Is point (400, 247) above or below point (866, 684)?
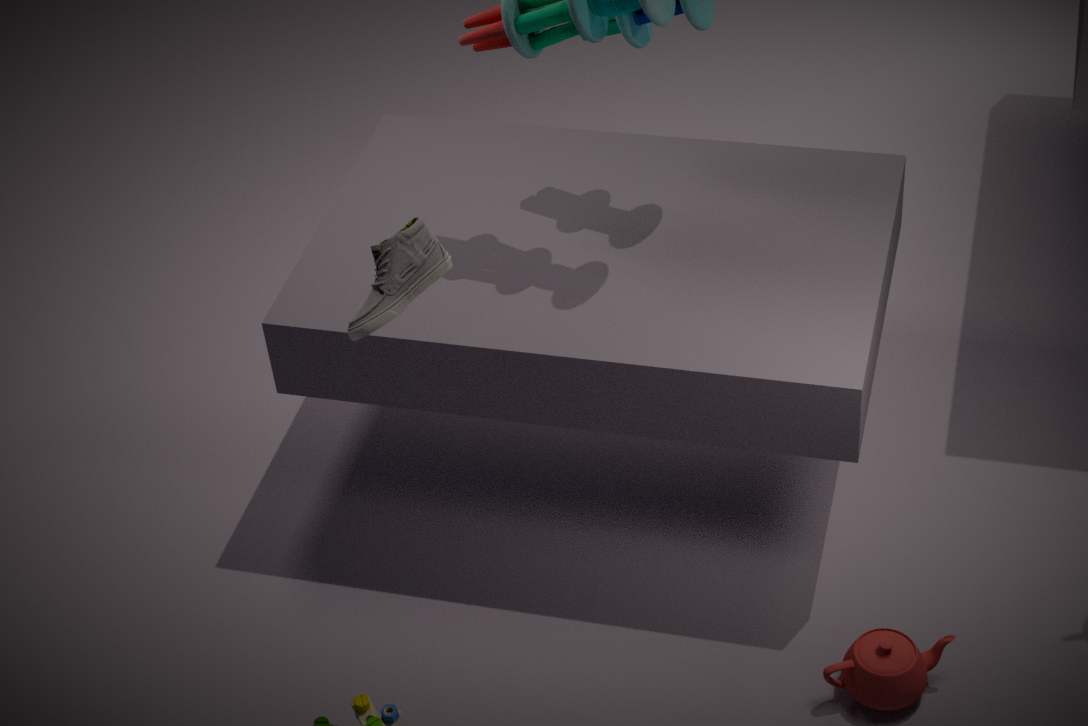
above
